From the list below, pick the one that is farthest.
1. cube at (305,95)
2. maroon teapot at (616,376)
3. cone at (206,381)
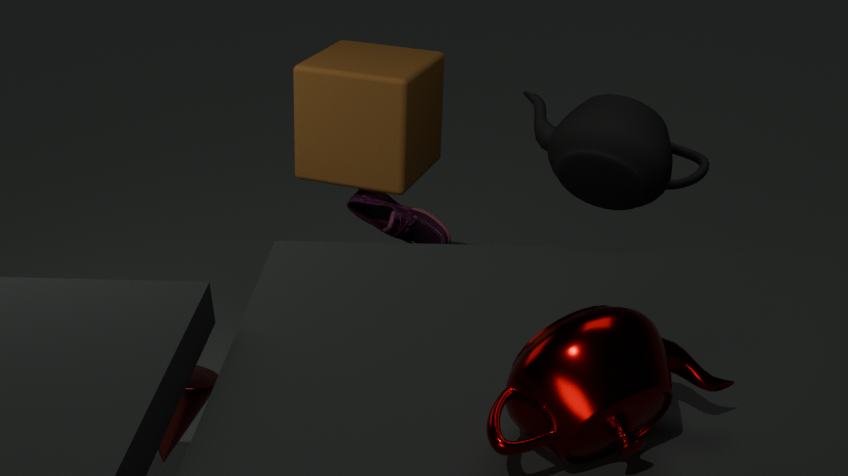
cube at (305,95)
